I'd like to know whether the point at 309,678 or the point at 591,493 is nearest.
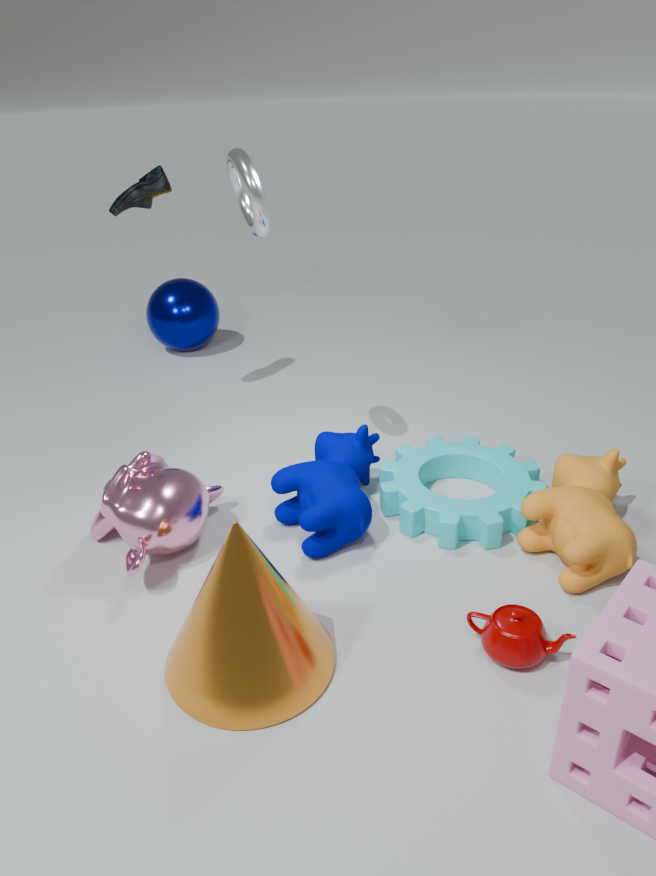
the point at 309,678
